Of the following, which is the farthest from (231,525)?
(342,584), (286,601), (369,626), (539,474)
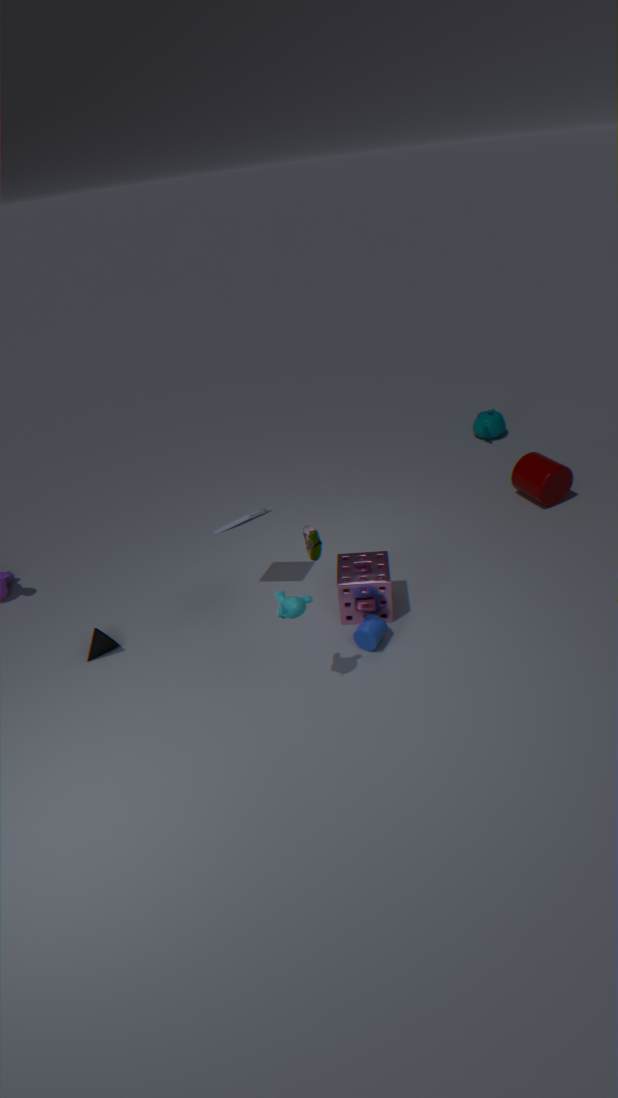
(539,474)
